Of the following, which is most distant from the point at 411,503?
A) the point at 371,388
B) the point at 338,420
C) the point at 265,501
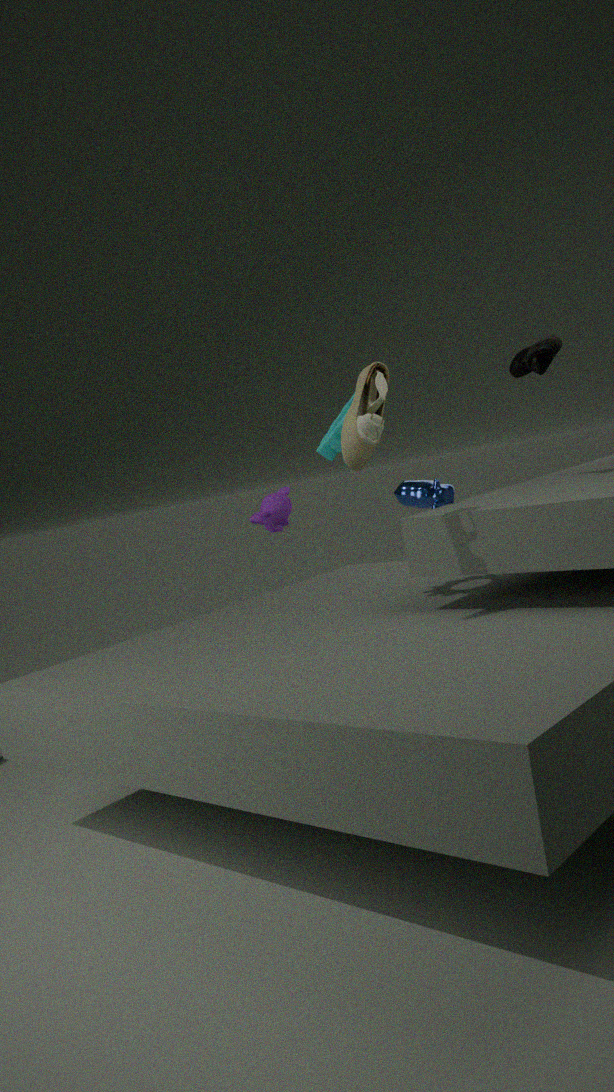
the point at 371,388
